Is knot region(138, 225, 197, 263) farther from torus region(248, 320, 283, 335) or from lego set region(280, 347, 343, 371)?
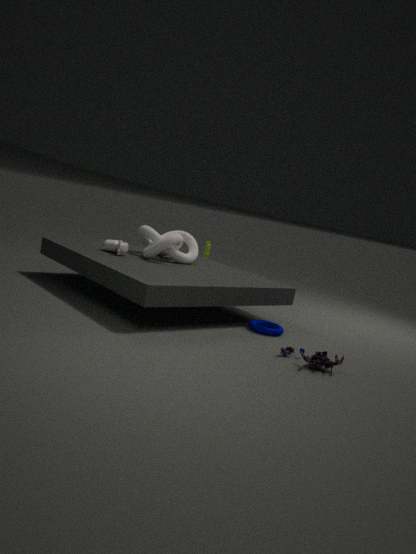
lego set region(280, 347, 343, 371)
